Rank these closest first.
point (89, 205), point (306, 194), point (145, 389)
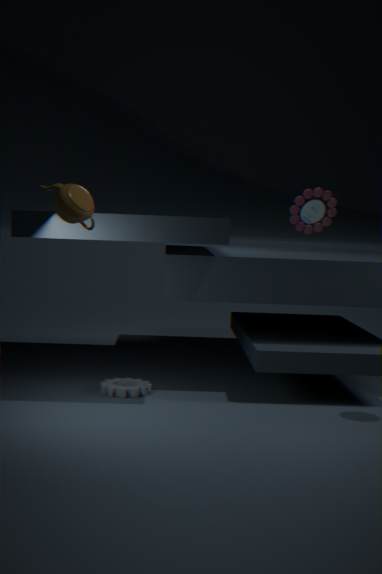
point (89, 205), point (145, 389), point (306, 194)
